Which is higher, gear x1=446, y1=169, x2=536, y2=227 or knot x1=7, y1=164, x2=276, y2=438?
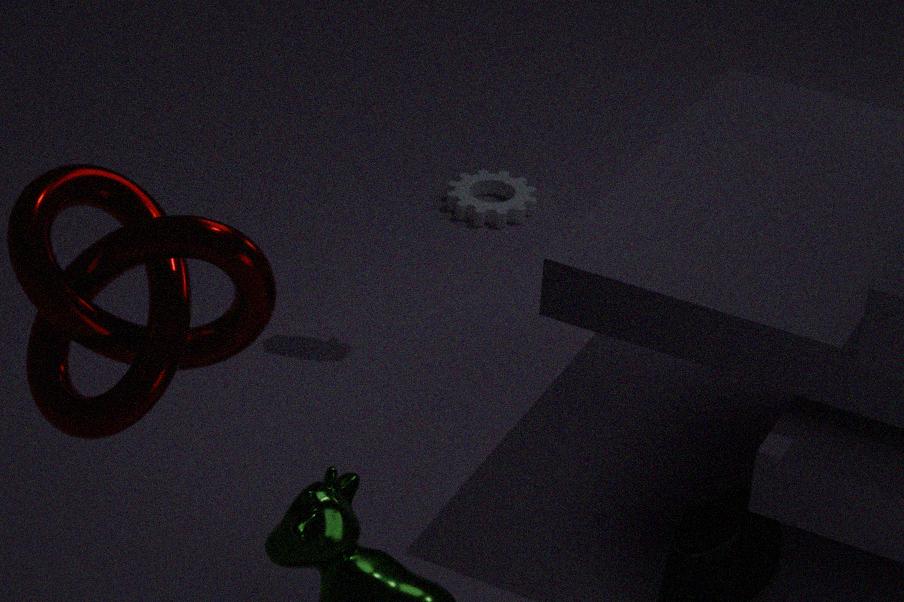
knot x1=7, y1=164, x2=276, y2=438
